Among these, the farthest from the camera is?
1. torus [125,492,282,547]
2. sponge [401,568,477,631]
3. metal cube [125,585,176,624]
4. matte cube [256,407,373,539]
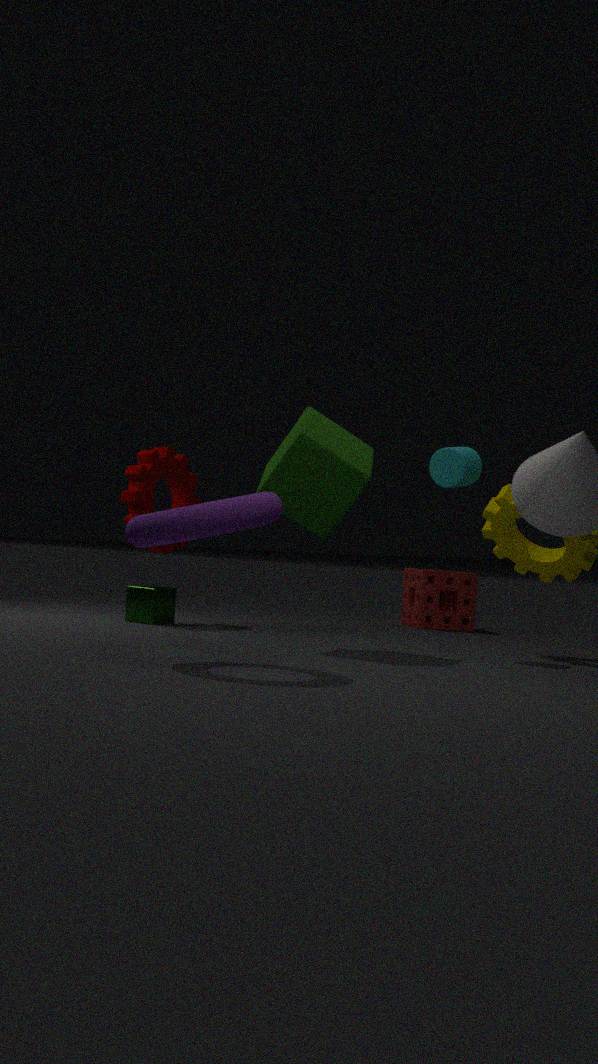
sponge [401,568,477,631]
